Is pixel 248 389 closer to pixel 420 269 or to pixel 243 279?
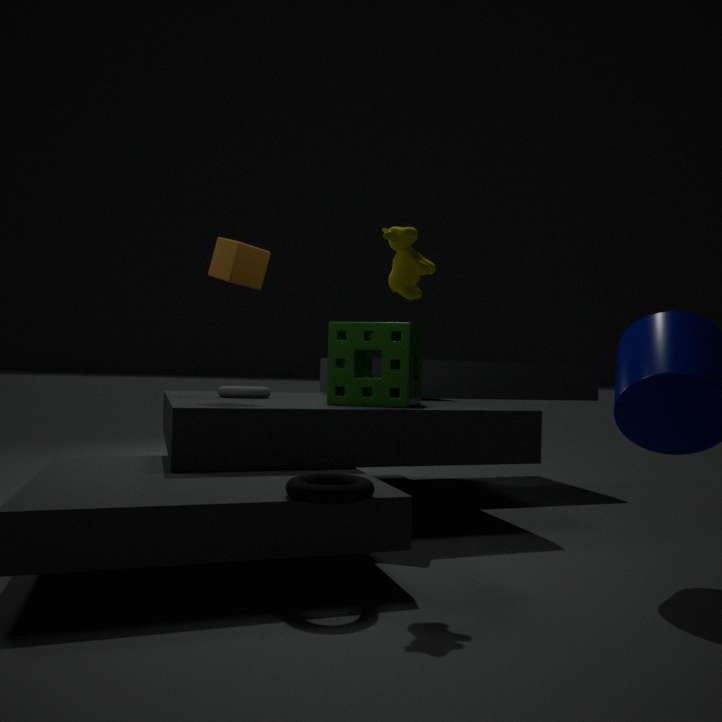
pixel 243 279
